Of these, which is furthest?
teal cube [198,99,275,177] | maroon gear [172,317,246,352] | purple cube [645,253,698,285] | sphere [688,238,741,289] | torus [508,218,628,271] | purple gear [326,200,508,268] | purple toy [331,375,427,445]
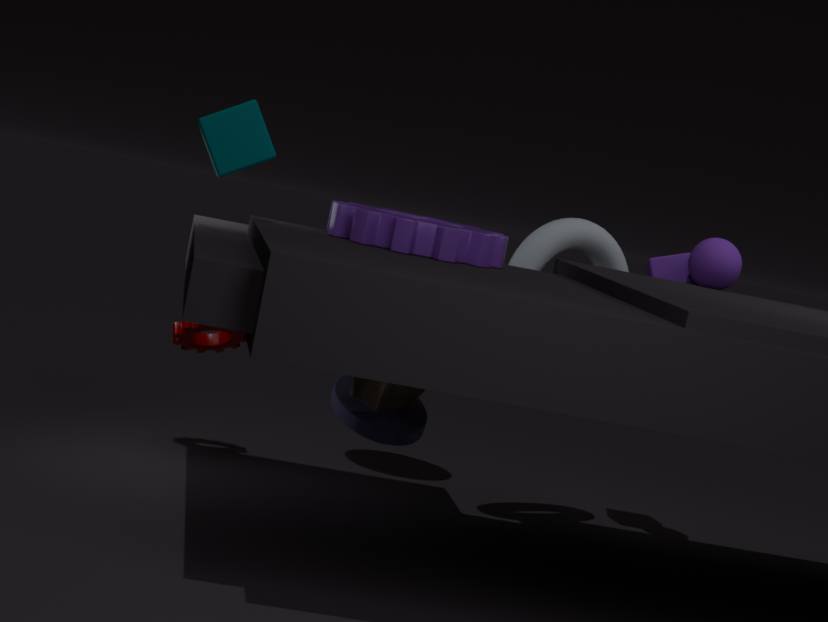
maroon gear [172,317,246,352]
